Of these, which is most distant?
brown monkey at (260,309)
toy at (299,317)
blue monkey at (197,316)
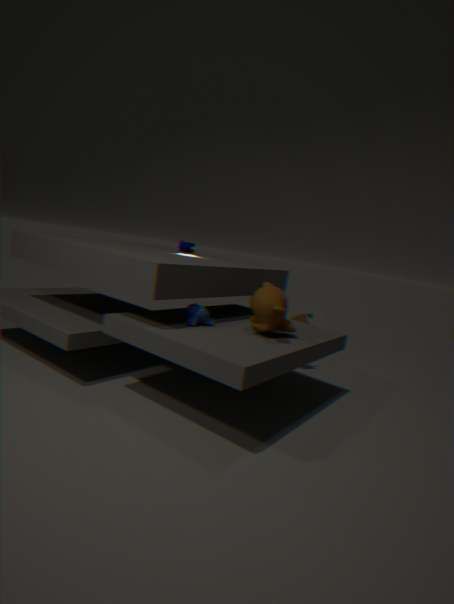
toy at (299,317)
